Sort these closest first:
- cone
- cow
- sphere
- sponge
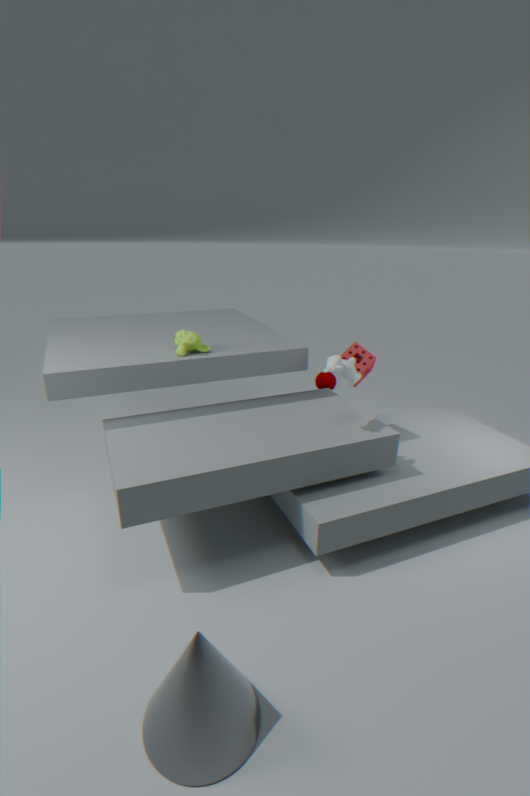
cone, cow, sponge, sphere
